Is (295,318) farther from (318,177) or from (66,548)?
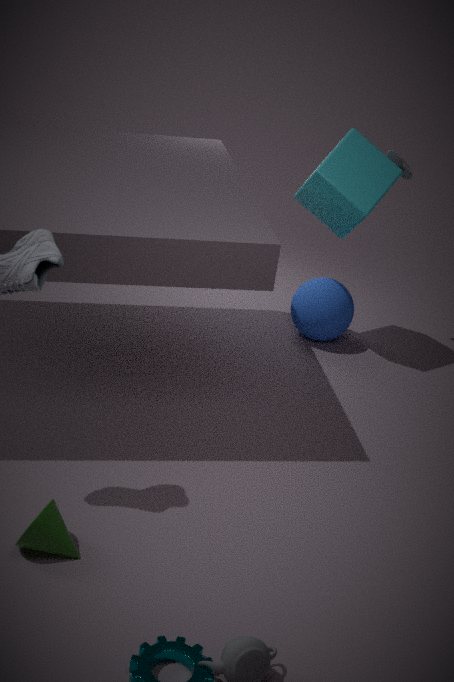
(66,548)
